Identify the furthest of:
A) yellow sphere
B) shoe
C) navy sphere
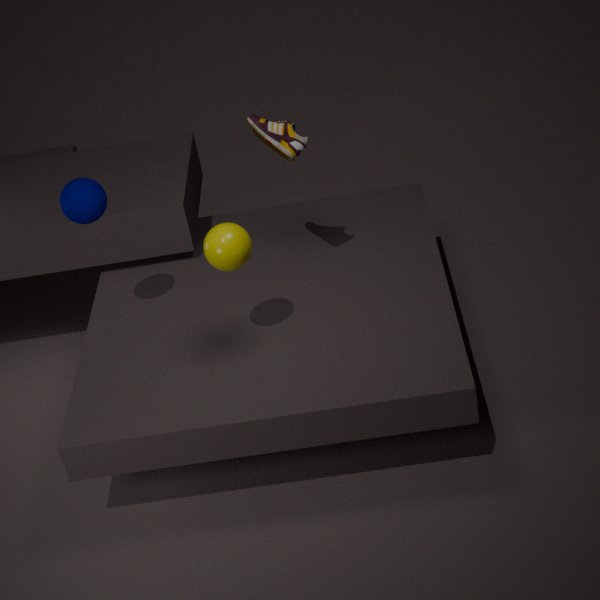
shoe
